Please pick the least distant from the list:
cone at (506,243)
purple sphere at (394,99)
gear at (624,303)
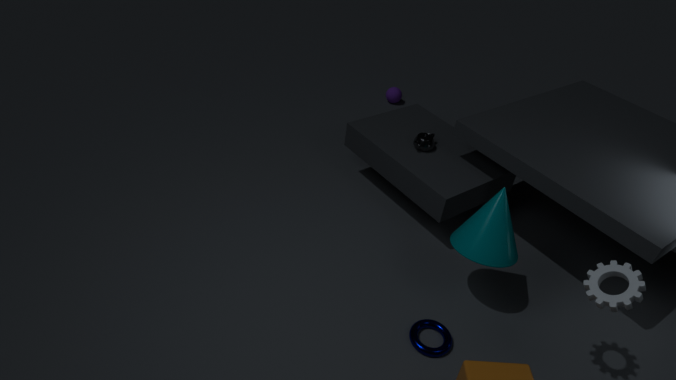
gear at (624,303)
